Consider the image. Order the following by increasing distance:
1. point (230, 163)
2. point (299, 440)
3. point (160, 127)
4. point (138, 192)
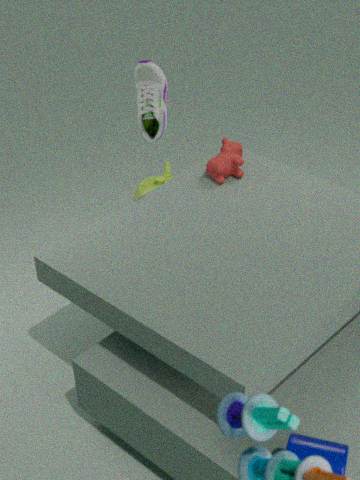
1. point (299, 440)
2. point (160, 127)
3. point (230, 163)
4. point (138, 192)
